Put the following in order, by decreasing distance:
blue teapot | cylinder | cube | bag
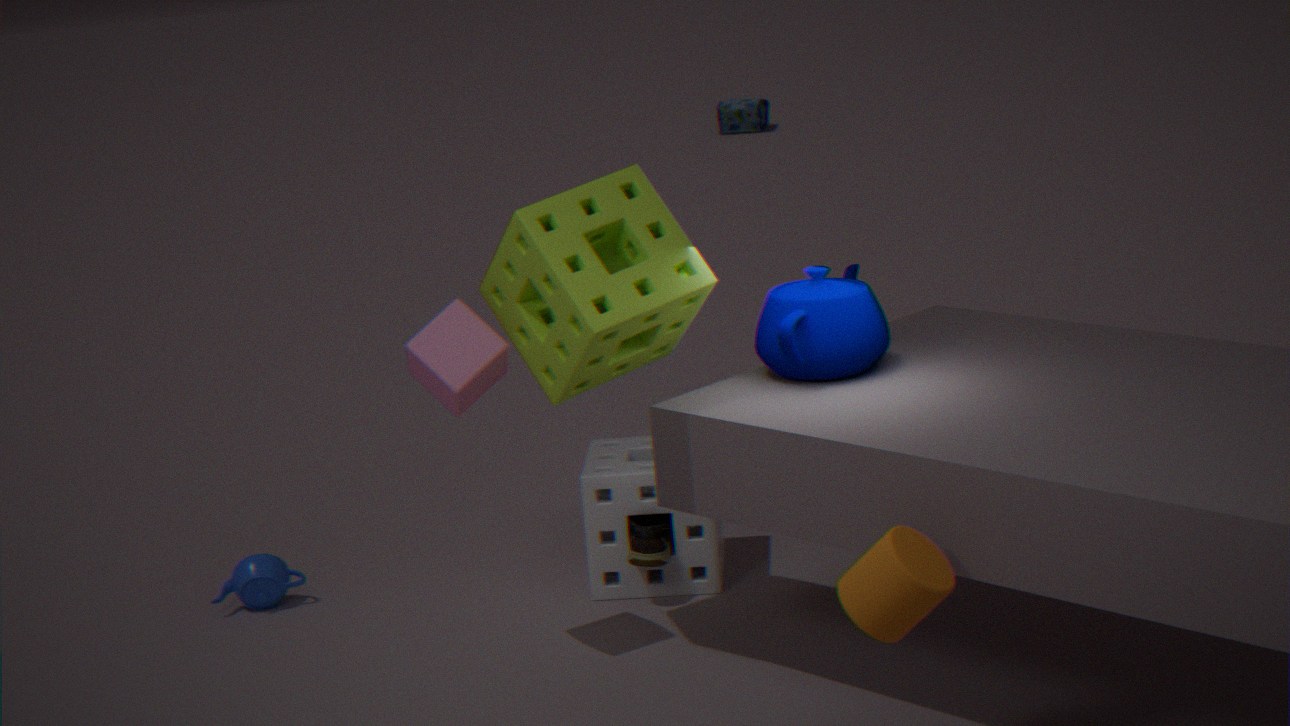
bag
blue teapot
cube
cylinder
